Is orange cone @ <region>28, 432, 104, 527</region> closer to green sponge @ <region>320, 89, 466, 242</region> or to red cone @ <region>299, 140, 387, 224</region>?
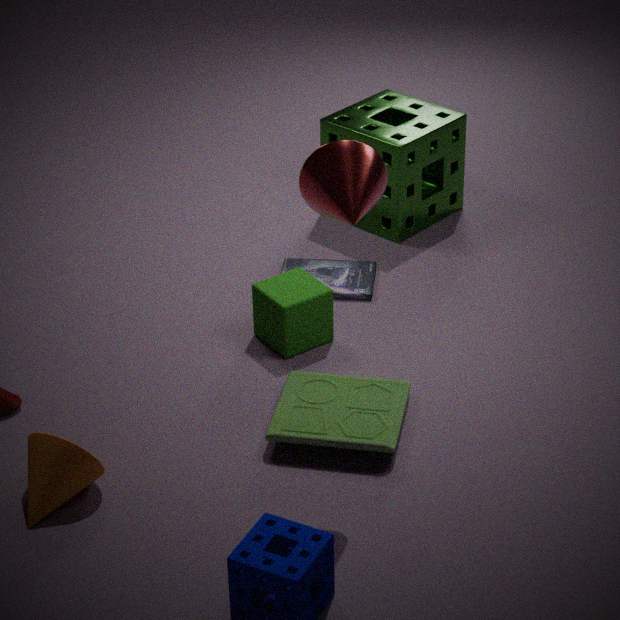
red cone @ <region>299, 140, 387, 224</region>
